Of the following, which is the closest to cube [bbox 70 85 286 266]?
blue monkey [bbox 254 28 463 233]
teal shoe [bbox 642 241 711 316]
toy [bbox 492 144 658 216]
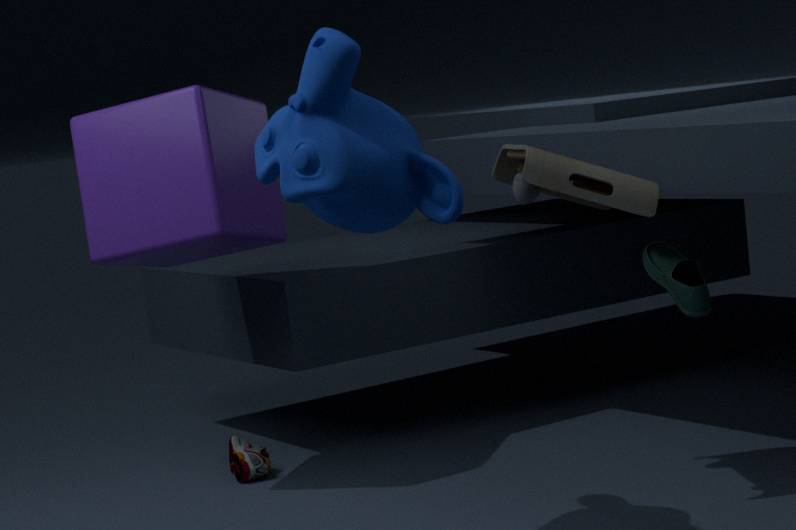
blue monkey [bbox 254 28 463 233]
